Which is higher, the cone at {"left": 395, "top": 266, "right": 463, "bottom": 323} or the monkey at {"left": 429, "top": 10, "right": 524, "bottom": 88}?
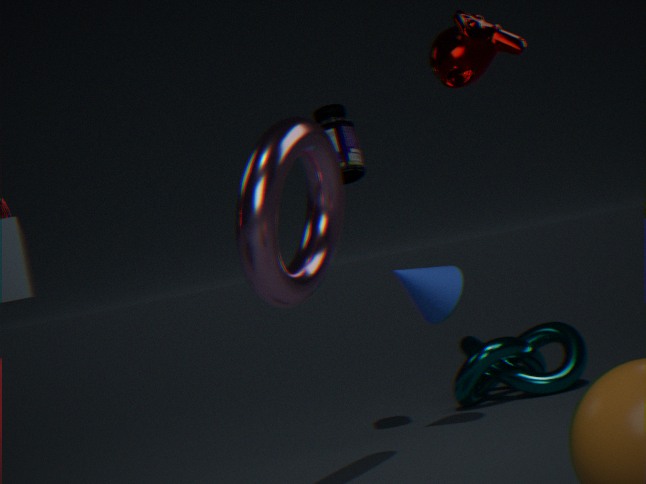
the monkey at {"left": 429, "top": 10, "right": 524, "bottom": 88}
